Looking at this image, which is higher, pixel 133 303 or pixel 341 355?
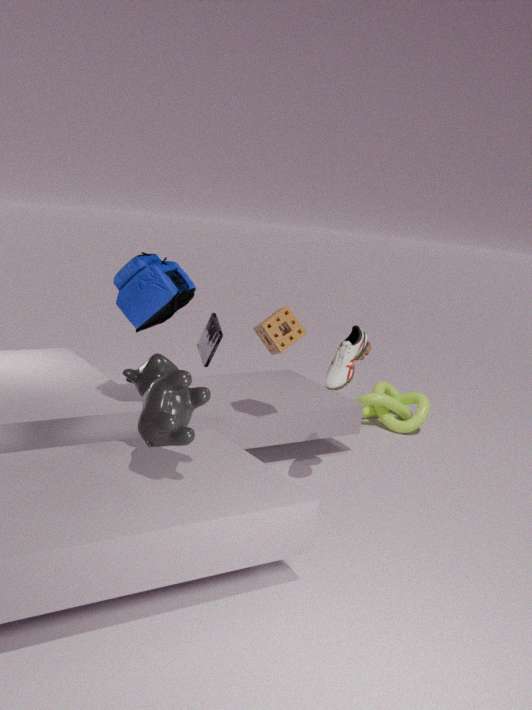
pixel 133 303
